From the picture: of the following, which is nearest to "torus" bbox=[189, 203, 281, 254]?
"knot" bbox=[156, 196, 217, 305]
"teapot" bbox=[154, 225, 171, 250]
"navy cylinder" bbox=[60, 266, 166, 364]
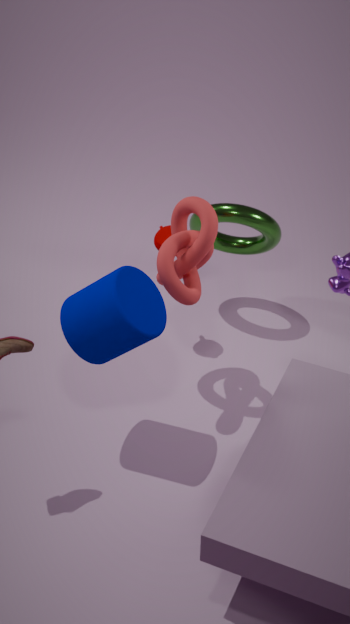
"teapot" bbox=[154, 225, 171, 250]
